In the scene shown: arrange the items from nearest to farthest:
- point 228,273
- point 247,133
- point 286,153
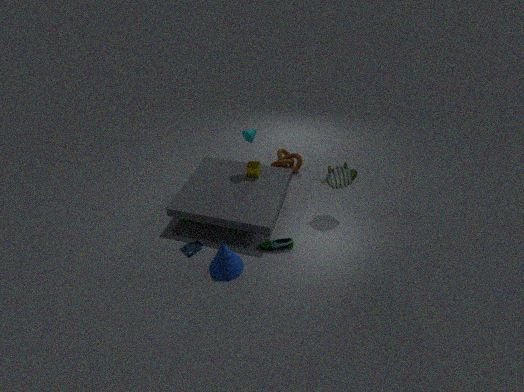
1. point 228,273
2. point 247,133
3. point 286,153
